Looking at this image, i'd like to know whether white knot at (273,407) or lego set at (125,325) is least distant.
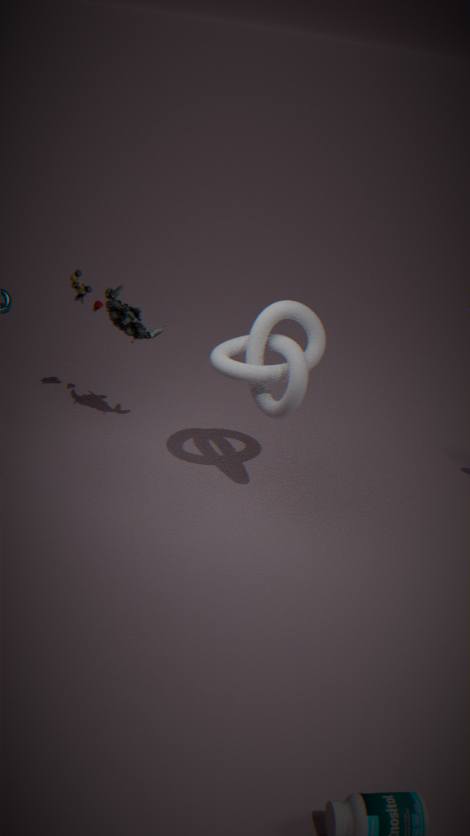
white knot at (273,407)
